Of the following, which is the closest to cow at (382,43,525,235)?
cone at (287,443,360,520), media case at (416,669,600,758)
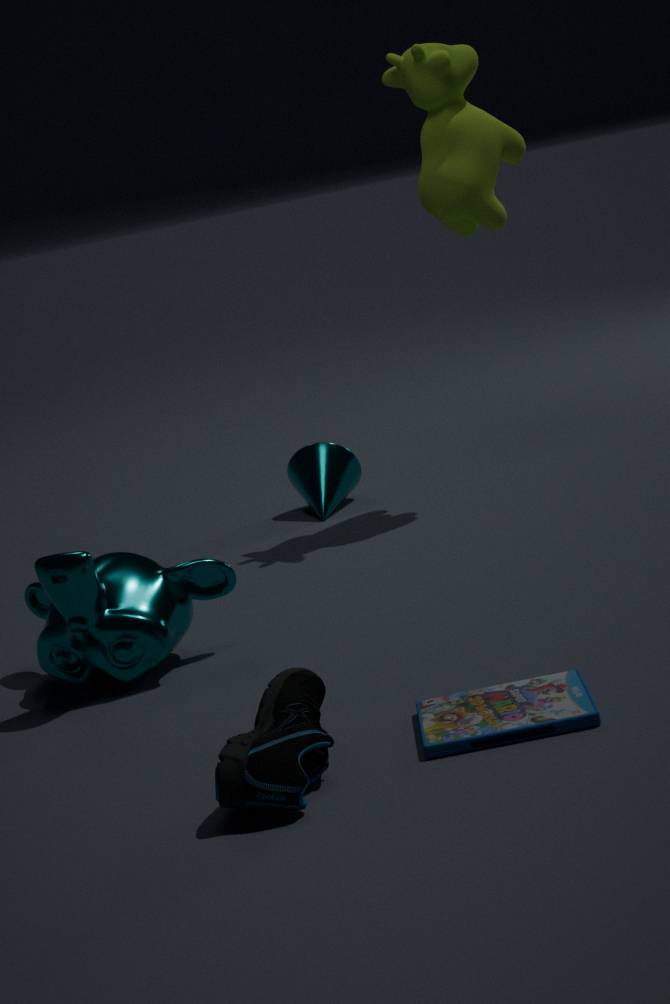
cone at (287,443,360,520)
